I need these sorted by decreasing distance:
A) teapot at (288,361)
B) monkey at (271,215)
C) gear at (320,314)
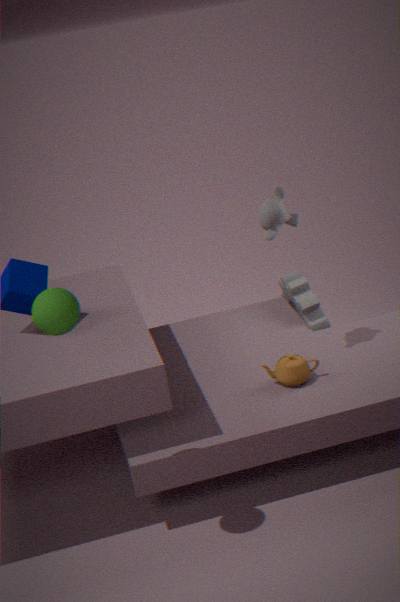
C. gear at (320,314) < B. monkey at (271,215) < A. teapot at (288,361)
